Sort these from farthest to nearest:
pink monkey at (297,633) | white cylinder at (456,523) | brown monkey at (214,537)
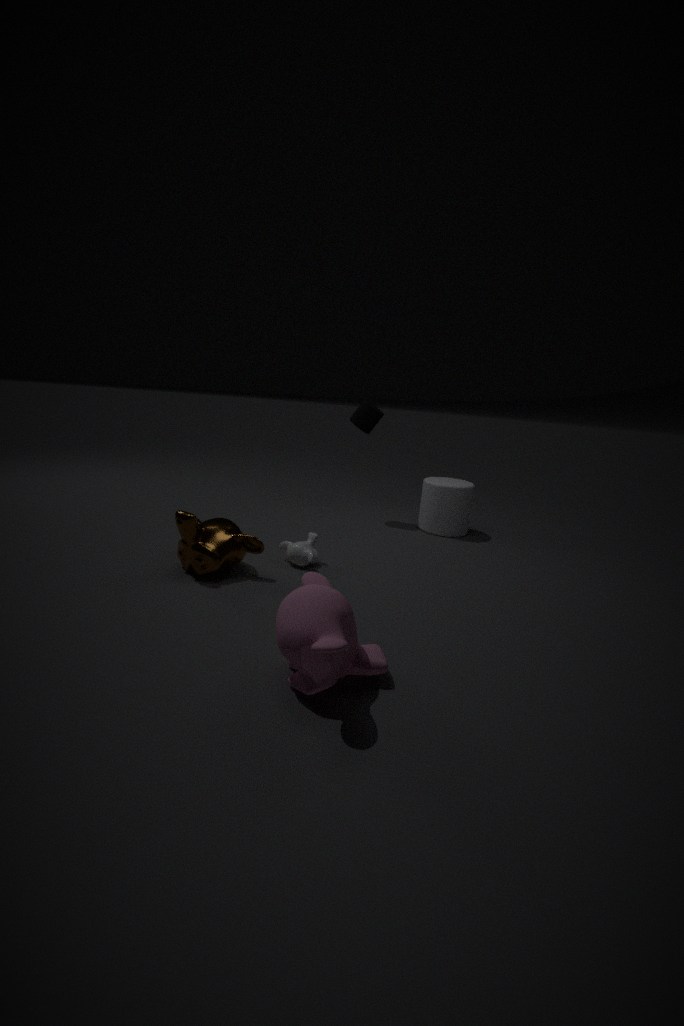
white cylinder at (456,523) < brown monkey at (214,537) < pink monkey at (297,633)
